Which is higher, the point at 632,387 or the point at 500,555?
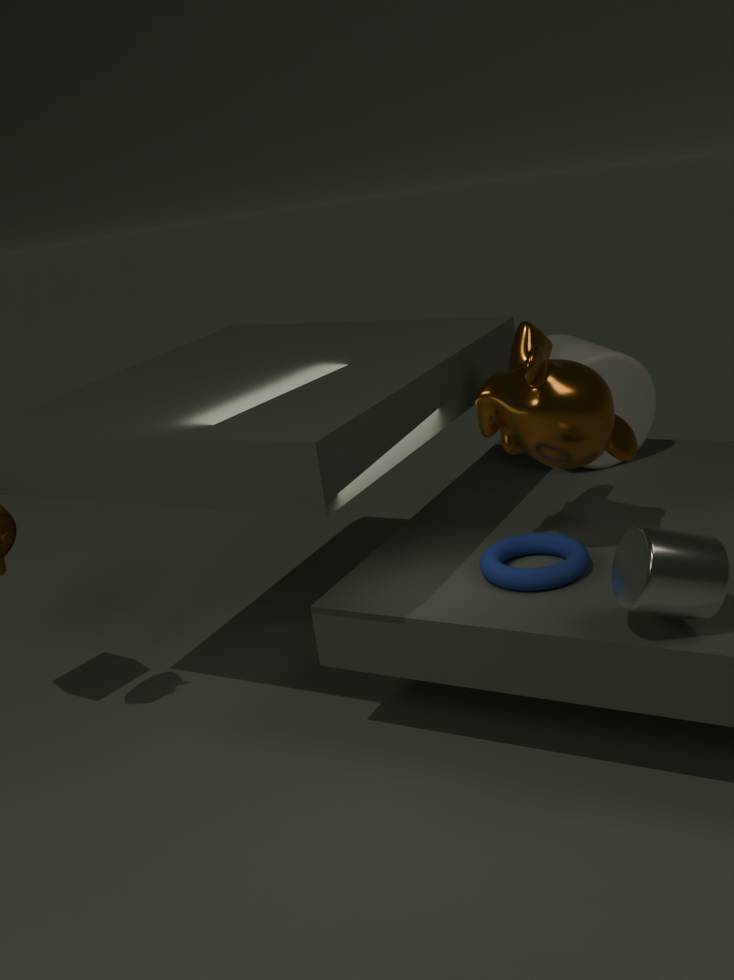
the point at 632,387
